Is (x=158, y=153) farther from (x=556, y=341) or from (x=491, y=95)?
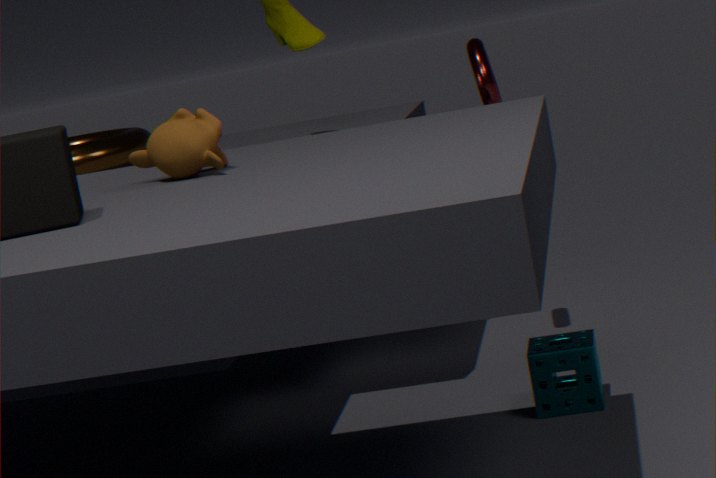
(x=491, y=95)
